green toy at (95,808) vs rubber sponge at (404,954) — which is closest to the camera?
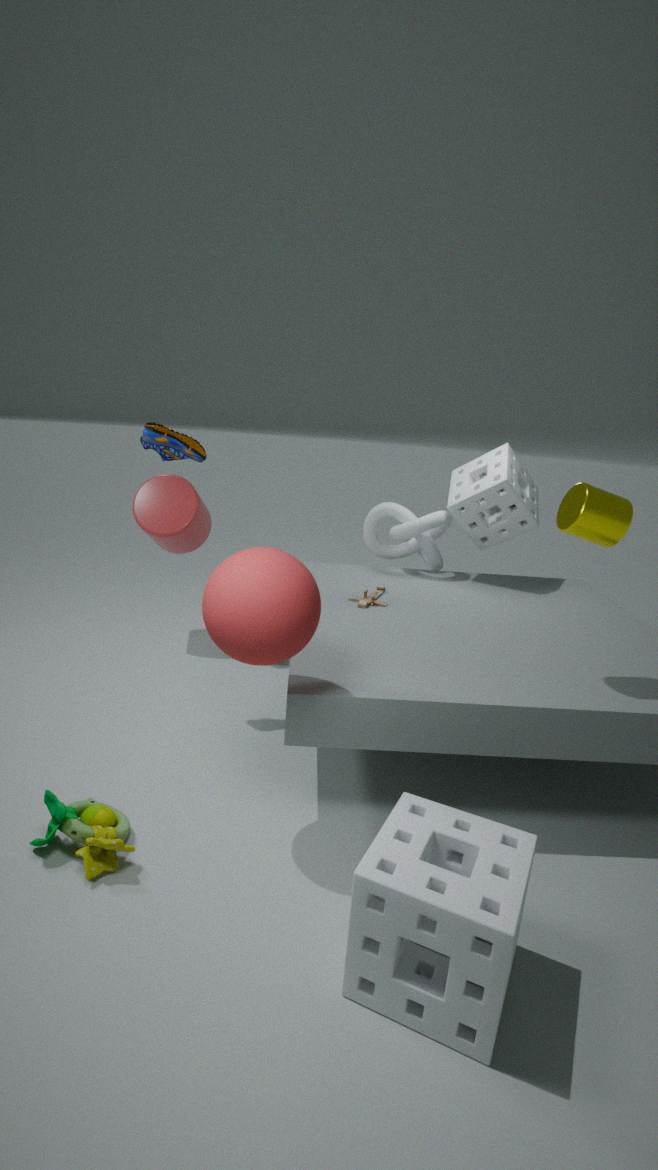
rubber sponge at (404,954)
